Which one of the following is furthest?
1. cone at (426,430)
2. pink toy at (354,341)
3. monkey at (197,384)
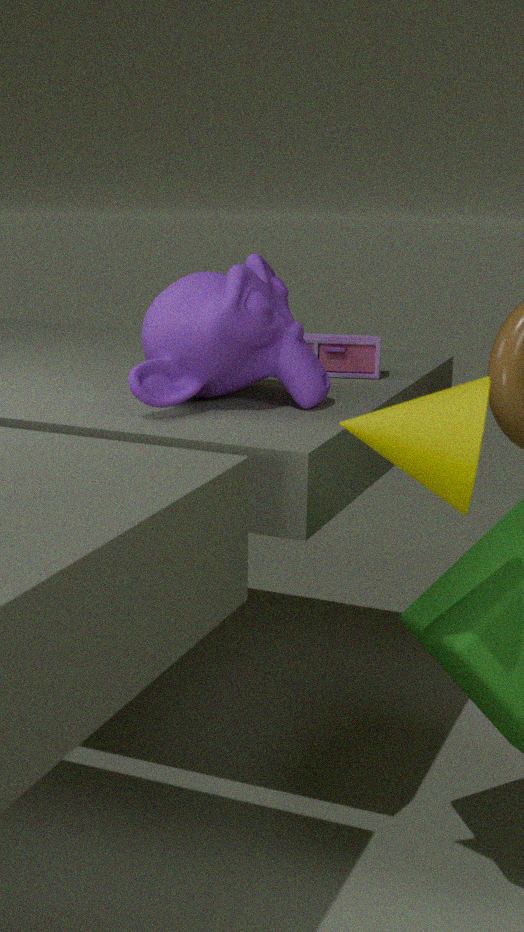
pink toy at (354,341)
